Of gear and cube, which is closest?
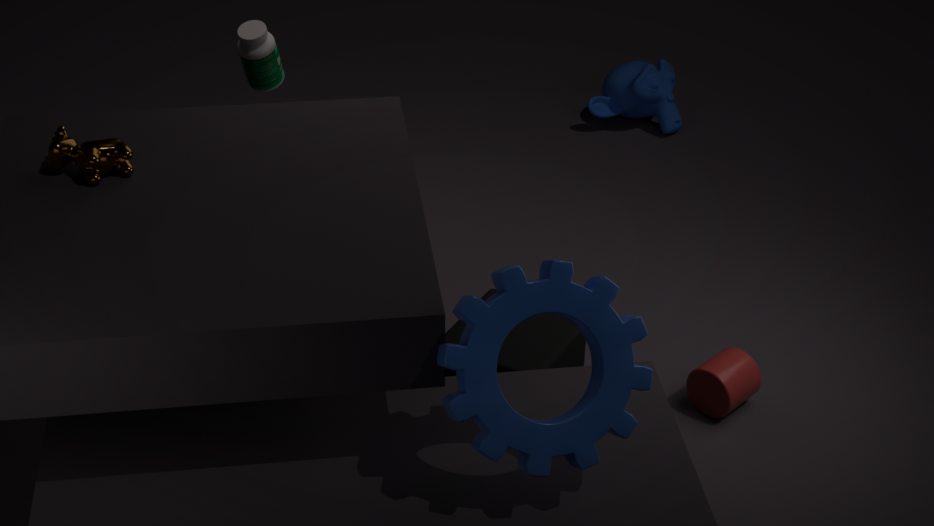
gear
